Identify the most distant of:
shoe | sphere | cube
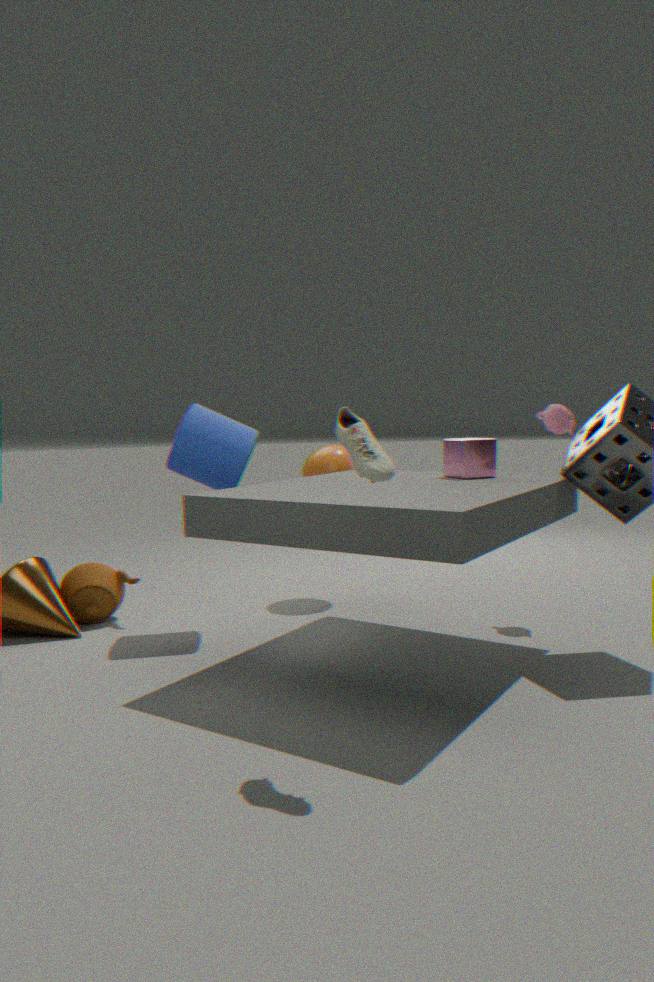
sphere
